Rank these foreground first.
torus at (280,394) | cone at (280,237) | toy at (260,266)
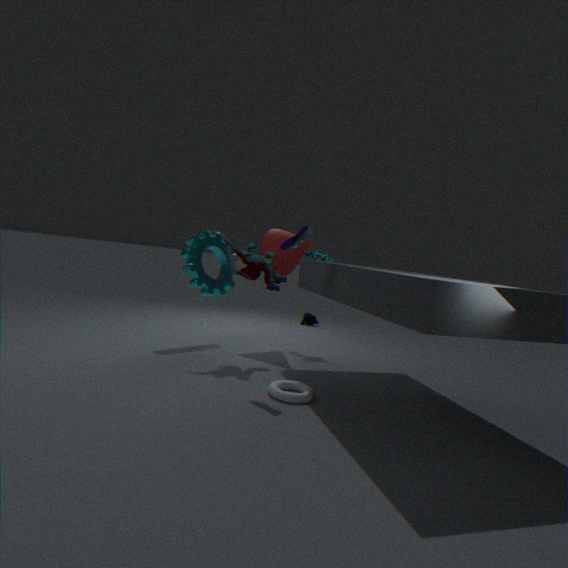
torus at (280,394)
toy at (260,266)
cone at (280,237)
